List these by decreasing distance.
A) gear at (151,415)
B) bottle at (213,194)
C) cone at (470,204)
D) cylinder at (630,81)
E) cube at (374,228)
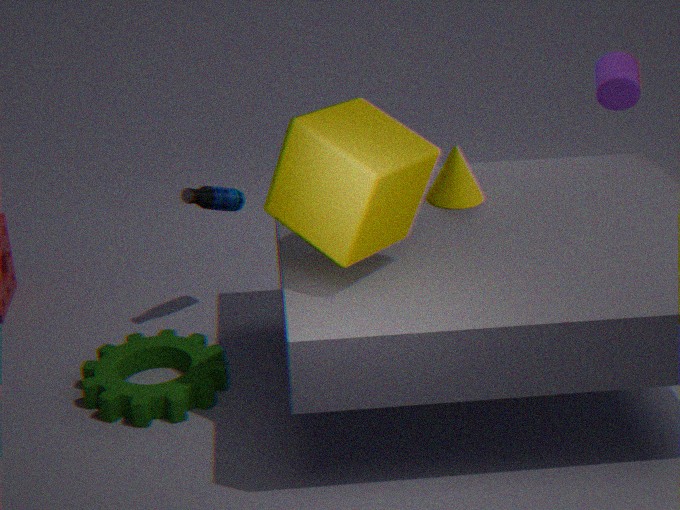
cylinder at (630,81), bottle at (213,194), cone at (470,204), gear at (151,415), cube at (374,228)
